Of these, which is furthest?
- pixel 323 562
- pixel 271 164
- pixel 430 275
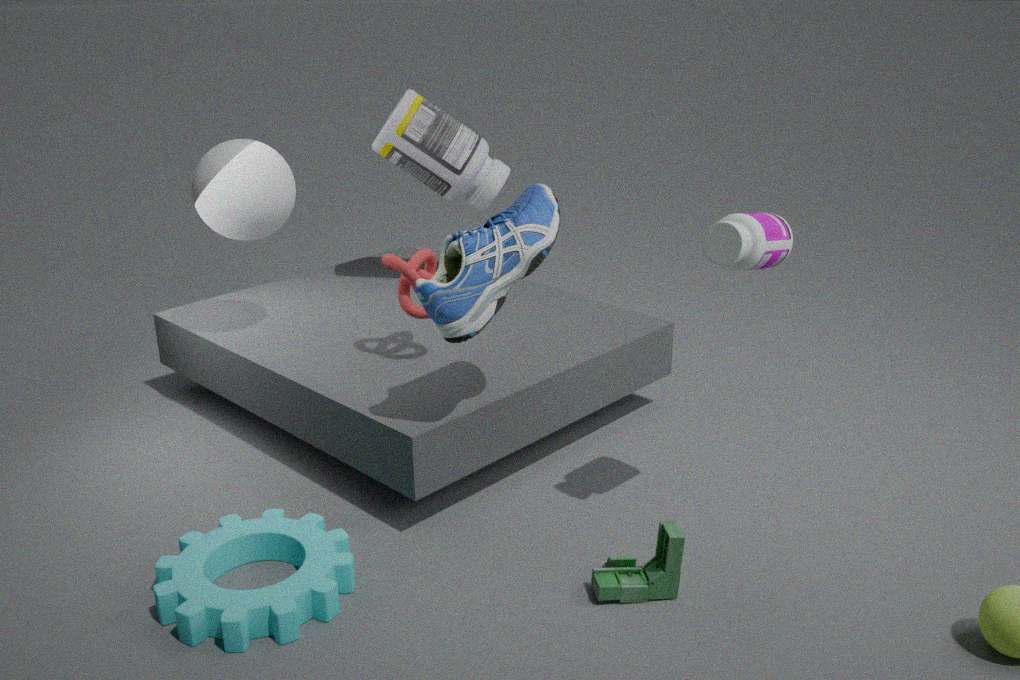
pixel 271 164
